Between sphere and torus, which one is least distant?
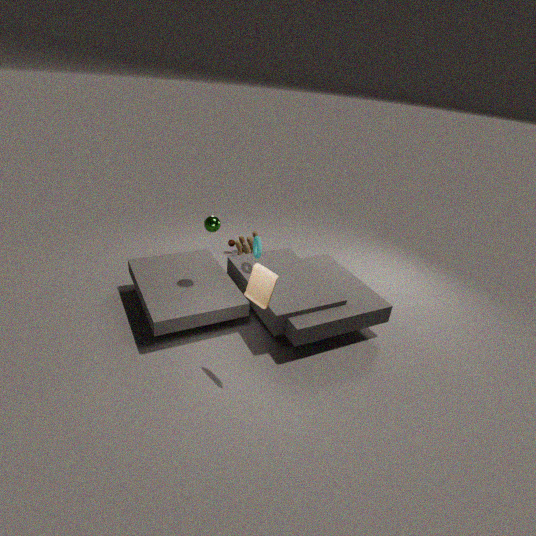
sphere
